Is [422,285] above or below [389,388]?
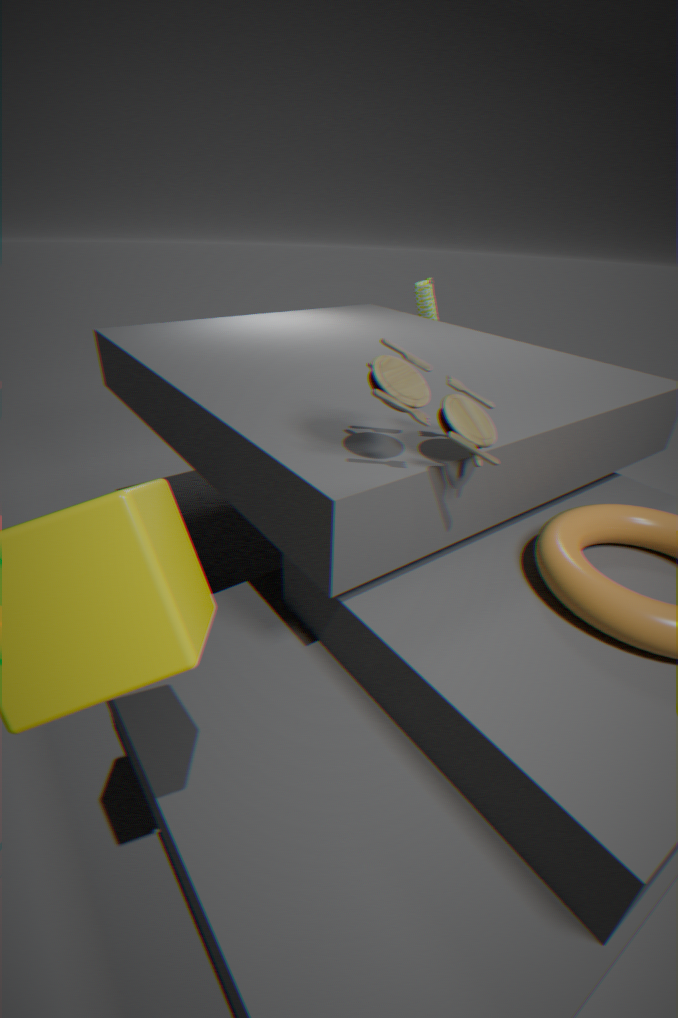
below
